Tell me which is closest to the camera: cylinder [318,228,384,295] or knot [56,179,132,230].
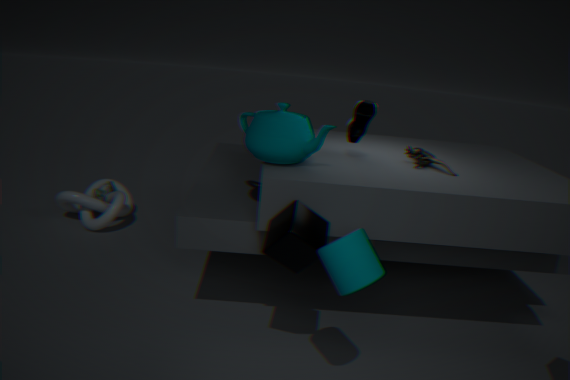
cylinder [318,228,384,295]
